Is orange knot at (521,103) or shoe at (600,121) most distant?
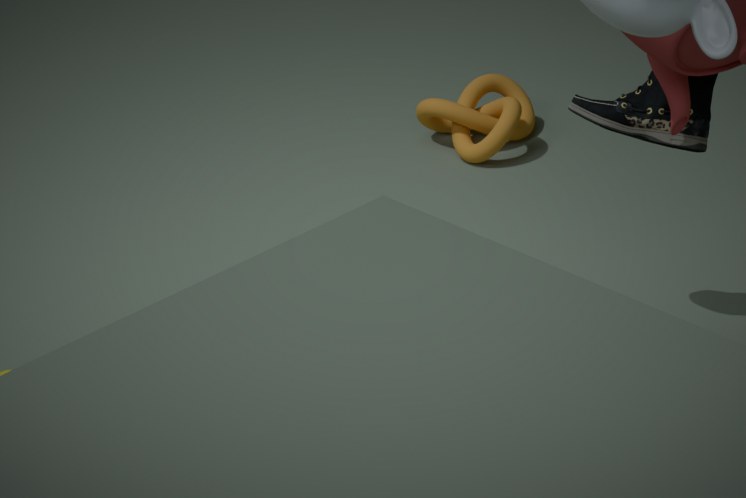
orange knot at (521,103)
